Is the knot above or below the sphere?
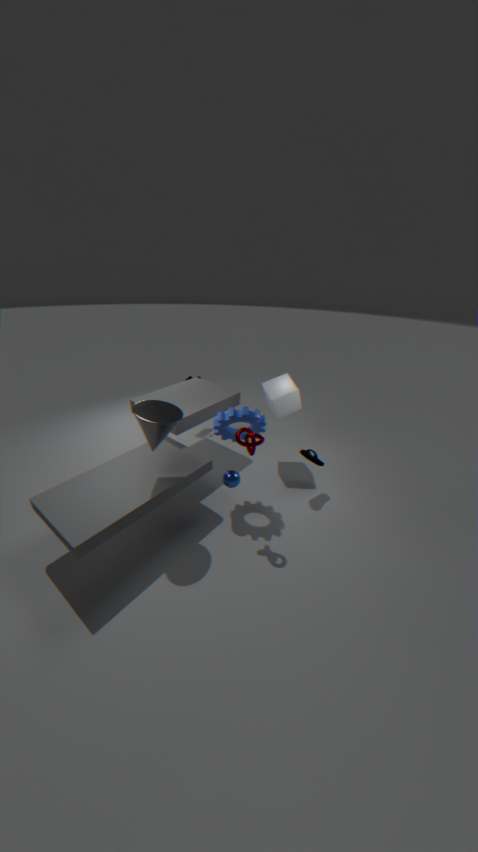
above
